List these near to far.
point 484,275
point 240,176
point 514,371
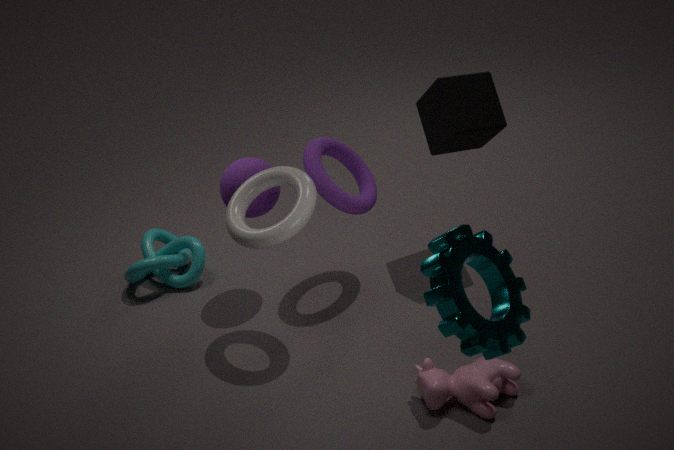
point 484,275, point 514,371, point 240,176
